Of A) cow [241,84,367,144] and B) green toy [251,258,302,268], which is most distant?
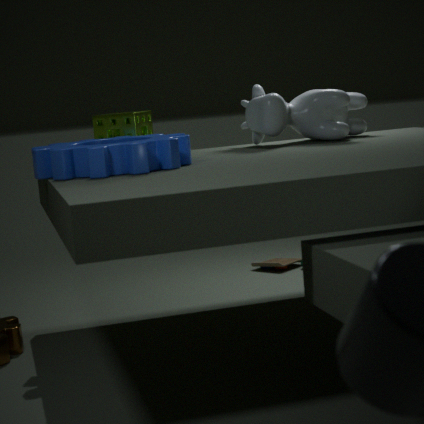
B. green toy [251,258,302,268]
